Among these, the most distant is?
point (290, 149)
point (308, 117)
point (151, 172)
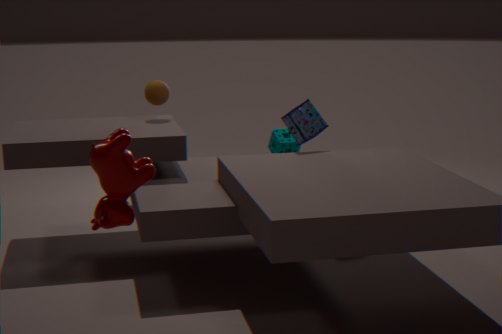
point (290, 149)
